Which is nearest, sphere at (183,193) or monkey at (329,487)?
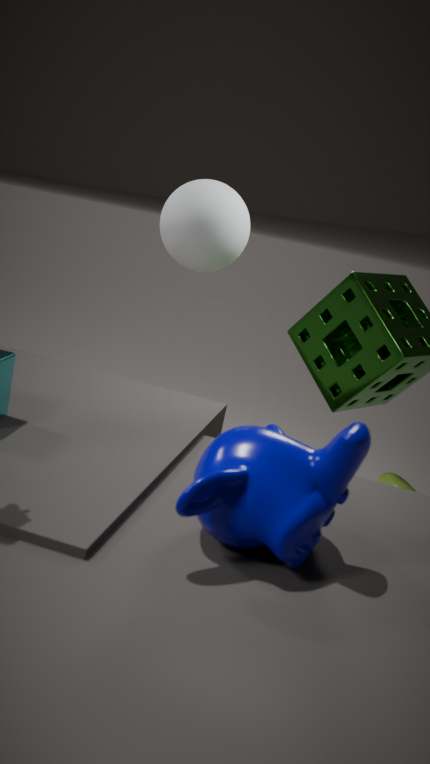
monkey at (329,487)
